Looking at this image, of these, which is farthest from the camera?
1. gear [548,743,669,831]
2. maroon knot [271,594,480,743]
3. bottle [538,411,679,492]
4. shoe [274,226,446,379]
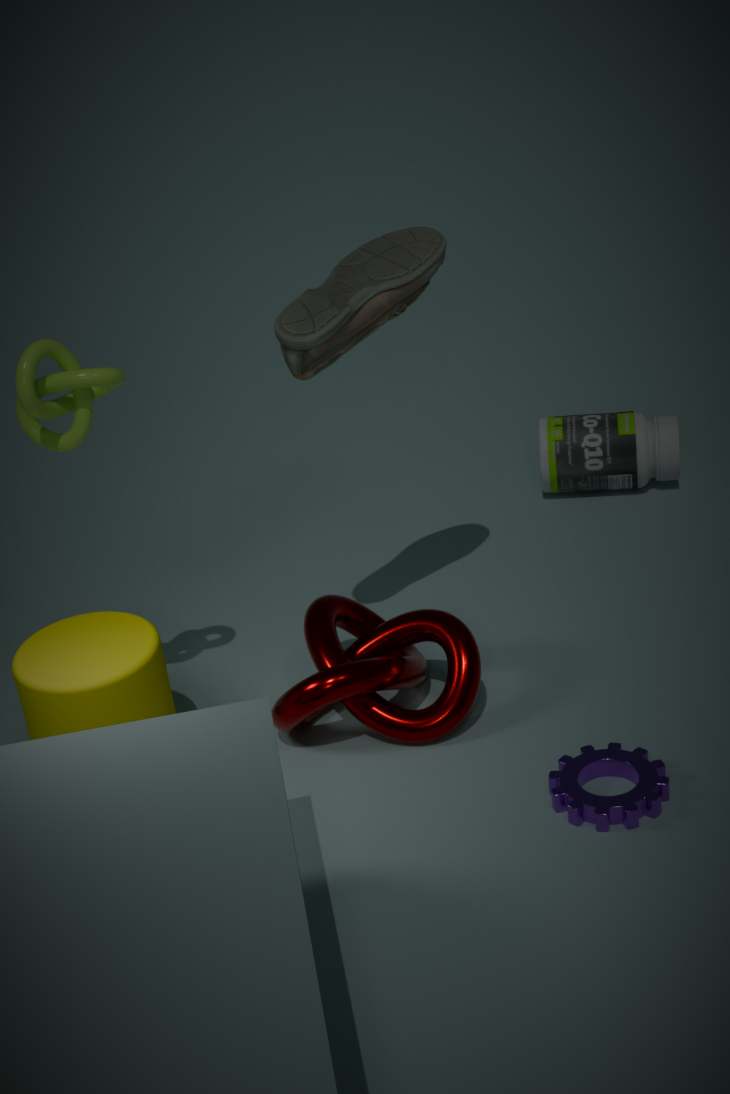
bottle [538,411,679,492]
